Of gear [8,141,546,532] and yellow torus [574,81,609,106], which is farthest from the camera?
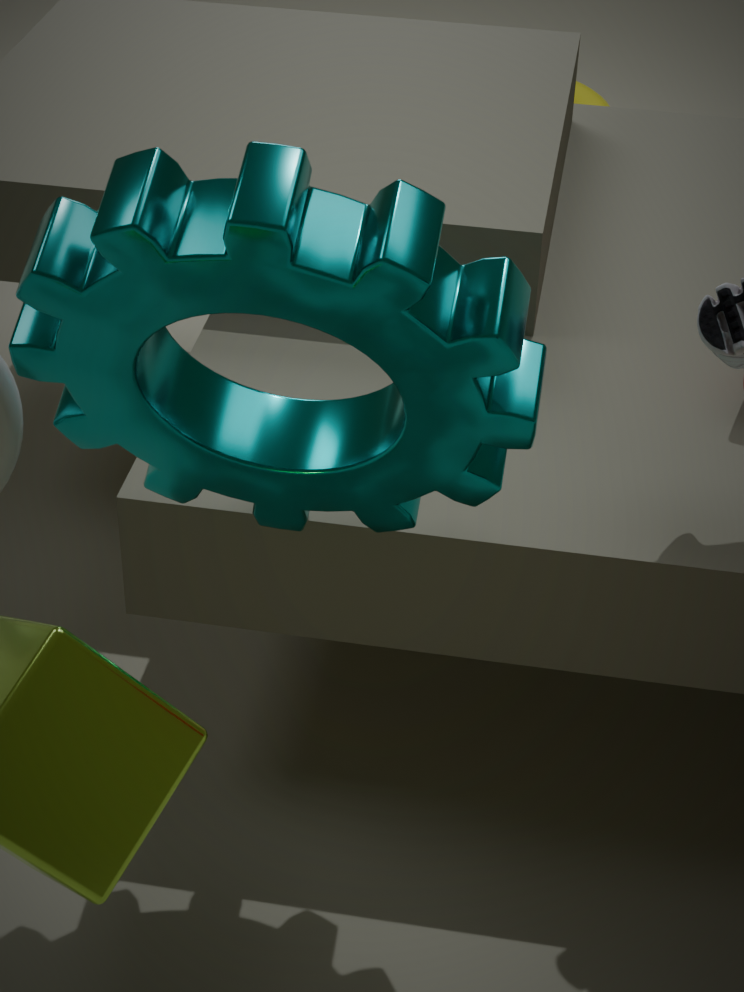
yellow torus [574,81,609,106]
